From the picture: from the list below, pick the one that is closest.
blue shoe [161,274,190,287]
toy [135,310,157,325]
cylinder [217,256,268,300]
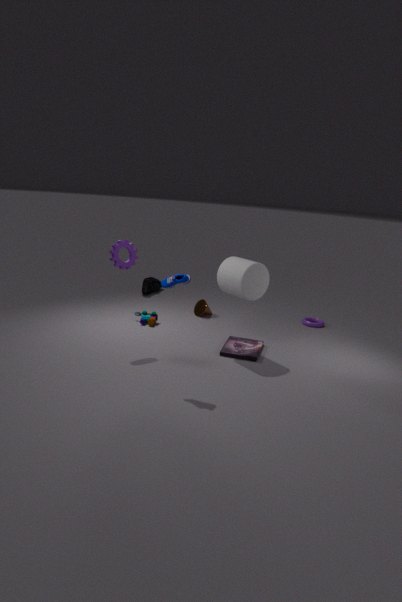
blue shoe [161,274,190,287]
